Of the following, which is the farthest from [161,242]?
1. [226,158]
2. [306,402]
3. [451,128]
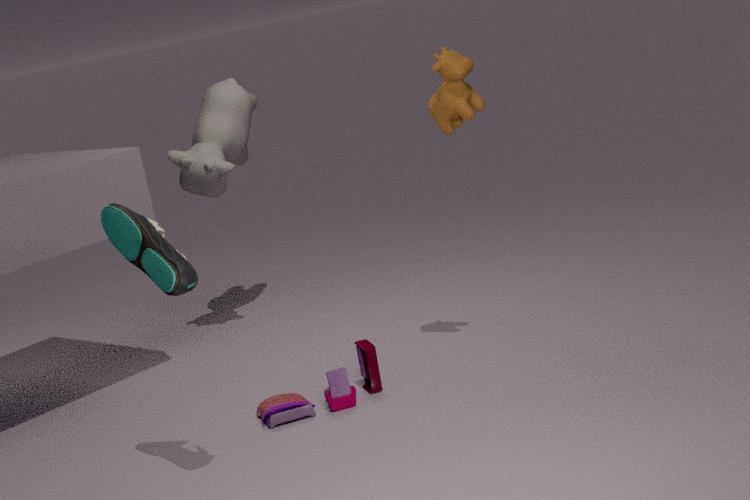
[226,158]
